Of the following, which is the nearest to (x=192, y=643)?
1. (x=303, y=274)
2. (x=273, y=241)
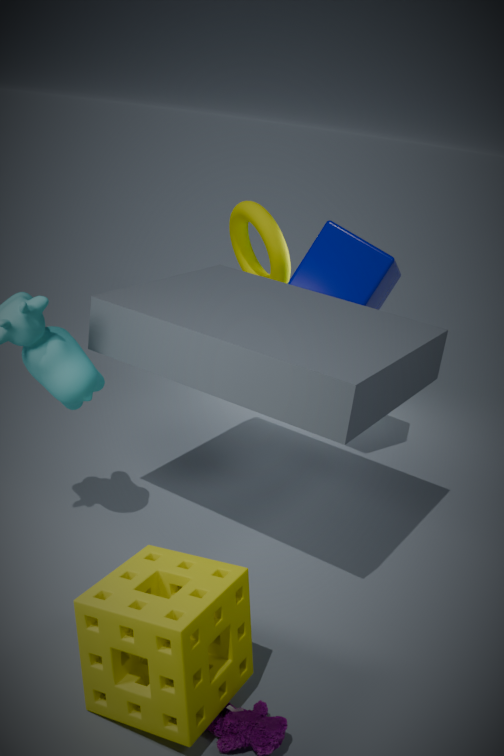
(x=303, y=274)
